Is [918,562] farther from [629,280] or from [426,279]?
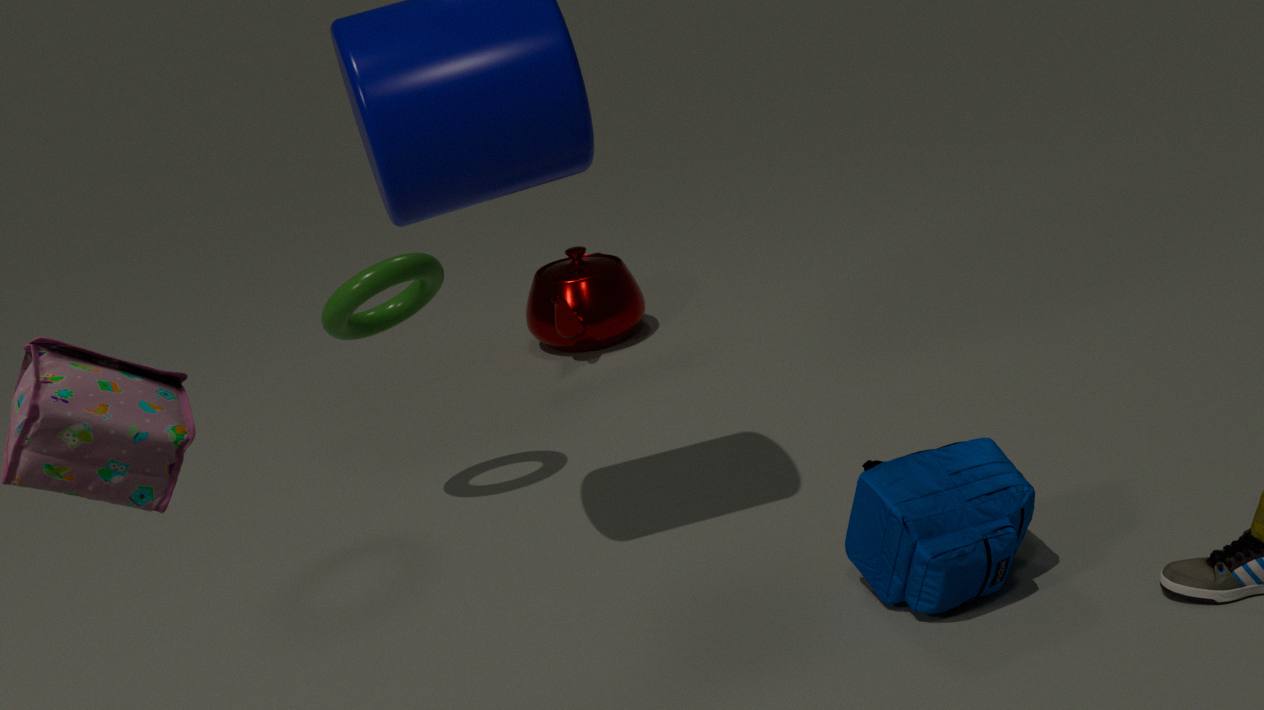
[629,280]
